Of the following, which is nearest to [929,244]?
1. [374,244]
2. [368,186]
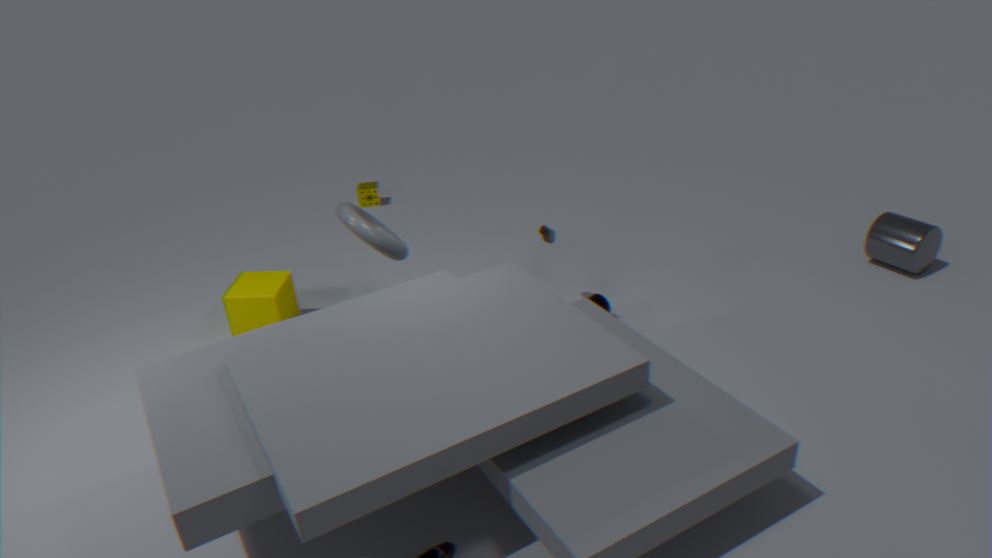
[374,244]
